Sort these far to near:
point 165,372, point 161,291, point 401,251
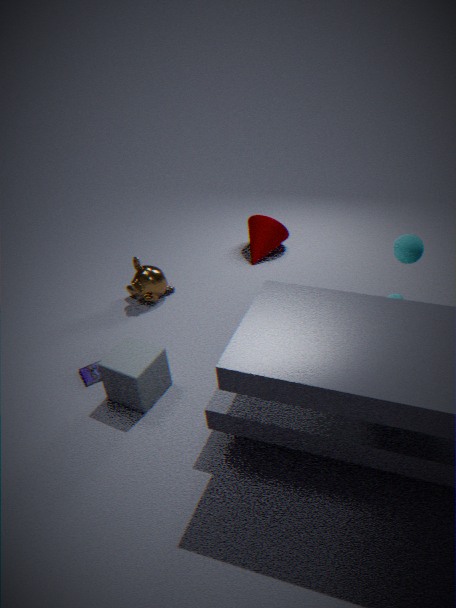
point 161,291 → point 165,372 → point 401,251
